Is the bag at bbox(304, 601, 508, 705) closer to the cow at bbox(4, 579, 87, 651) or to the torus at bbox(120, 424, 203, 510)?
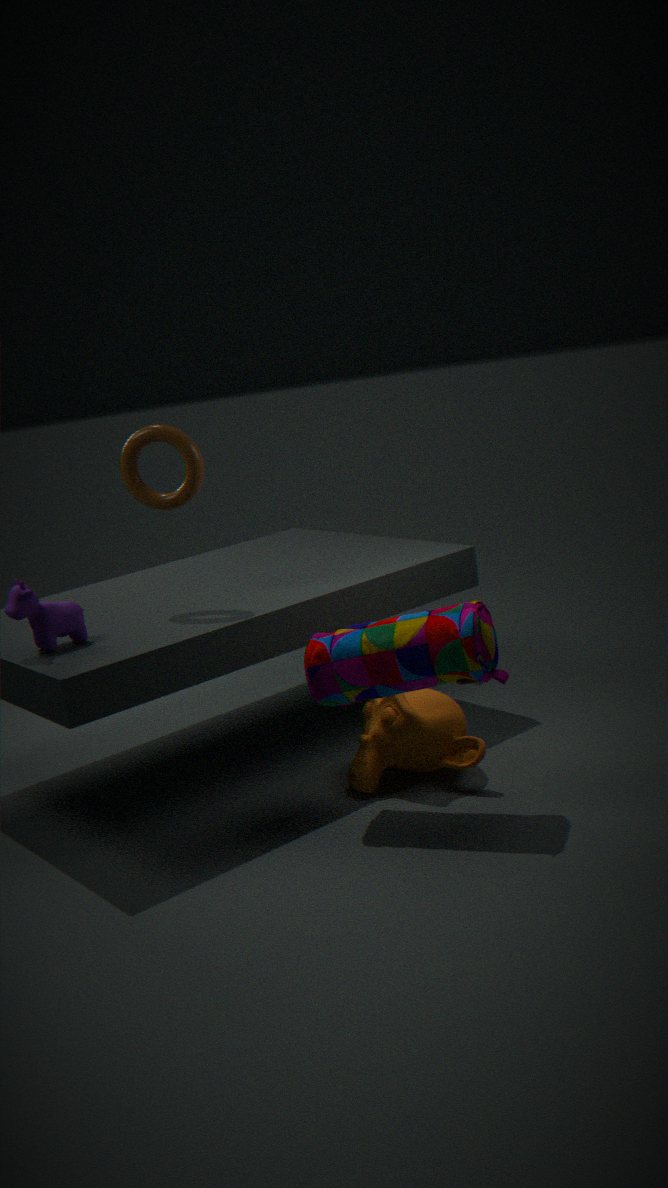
the torus at bbox(120, 424, 203, 510)
